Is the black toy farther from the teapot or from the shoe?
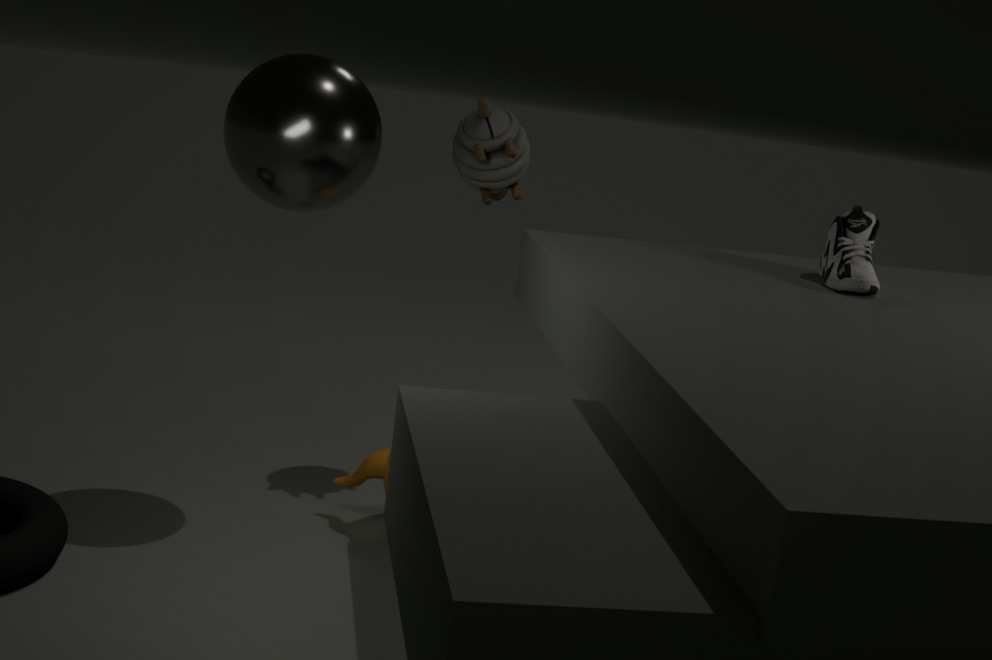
the shoe
